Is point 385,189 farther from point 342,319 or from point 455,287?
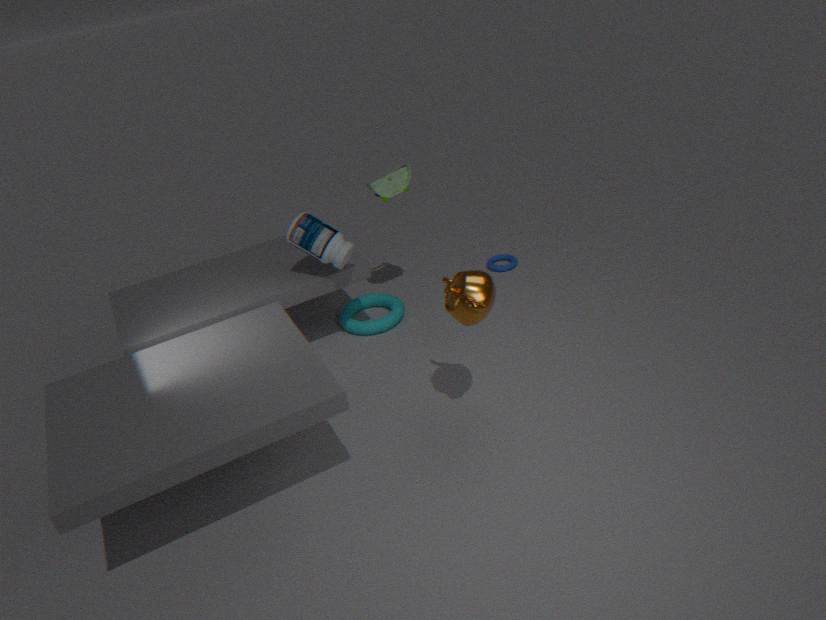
point 455,287
